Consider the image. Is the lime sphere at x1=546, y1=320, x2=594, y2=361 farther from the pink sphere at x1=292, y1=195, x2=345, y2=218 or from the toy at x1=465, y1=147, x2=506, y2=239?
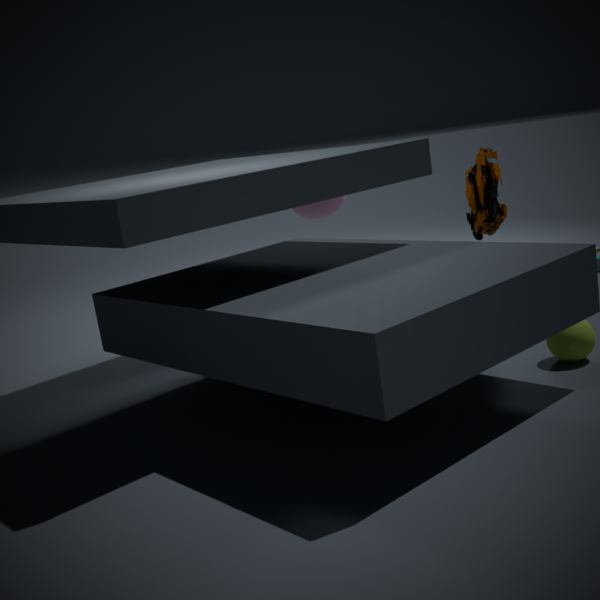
the pink sphere at x1=292, y1=195, x2=345, y2=218
